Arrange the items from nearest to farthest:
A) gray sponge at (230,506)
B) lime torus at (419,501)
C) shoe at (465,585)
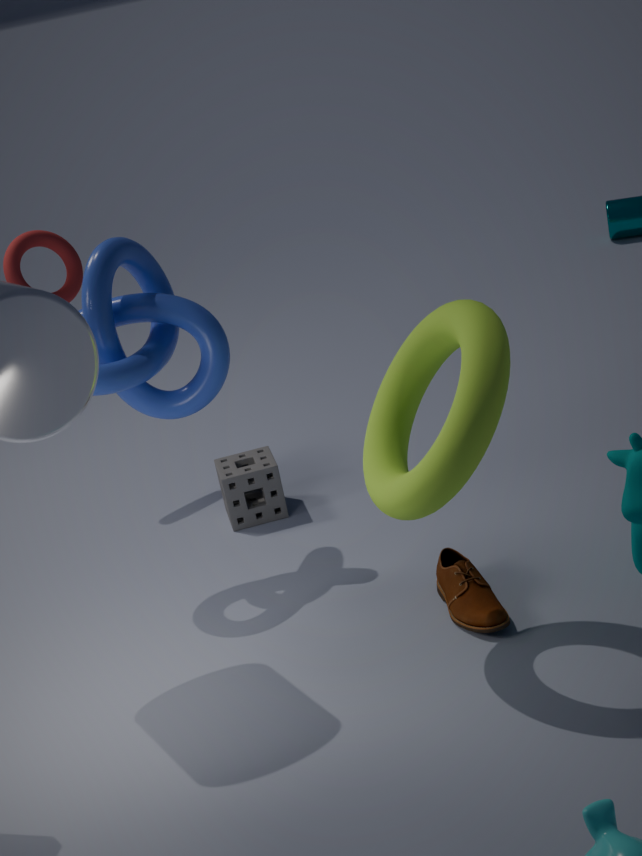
lime torus at (419,501)
shoe at (465,585)
gray sponge at (230,506)
